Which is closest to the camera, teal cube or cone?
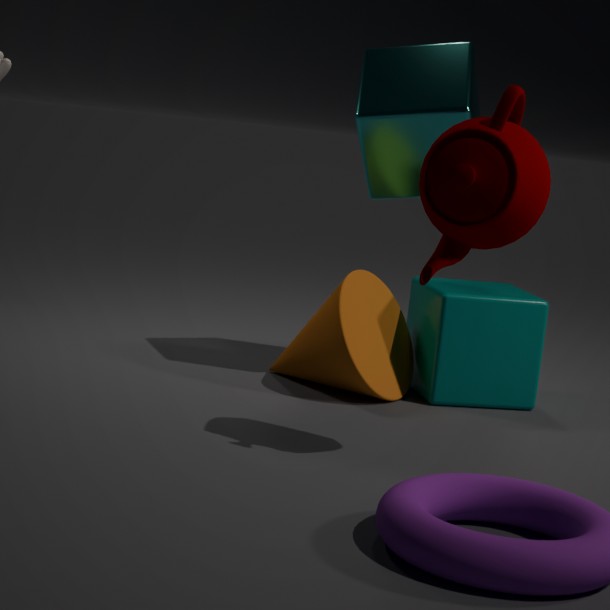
cone
